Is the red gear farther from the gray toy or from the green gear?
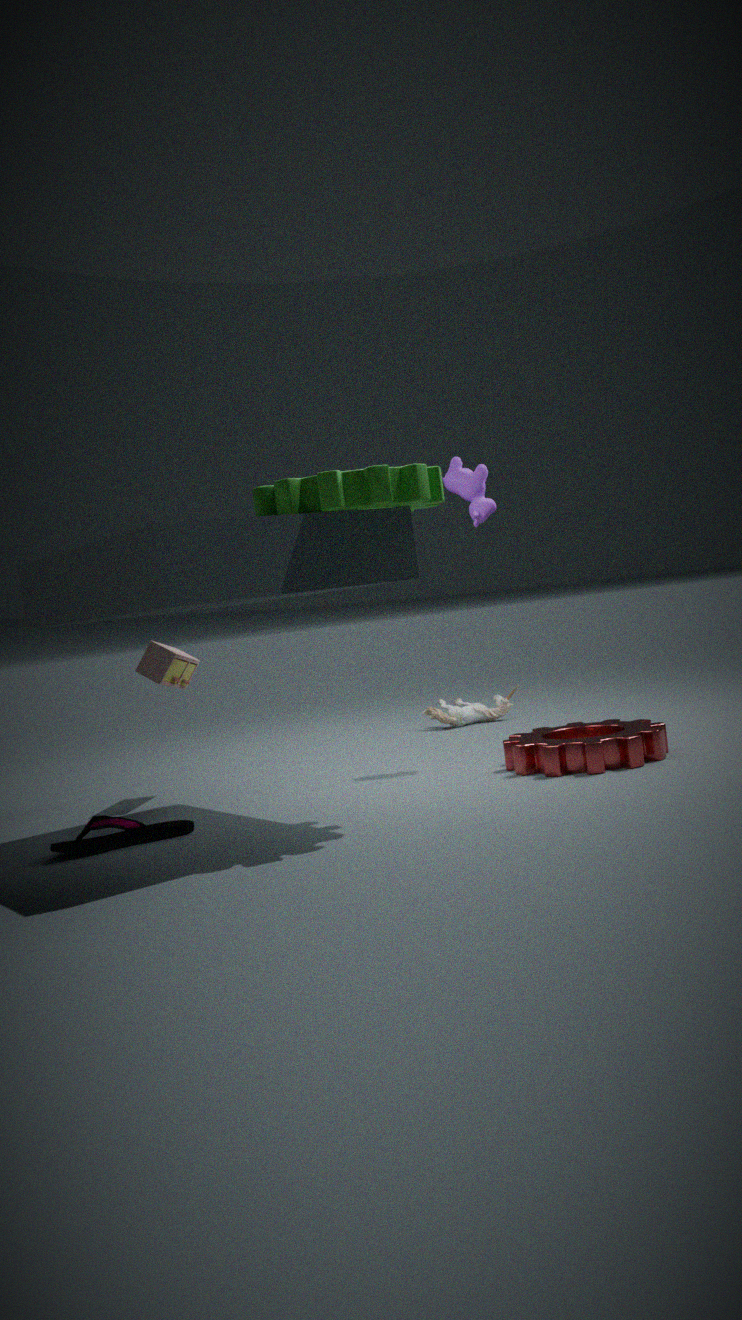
the gray toy
